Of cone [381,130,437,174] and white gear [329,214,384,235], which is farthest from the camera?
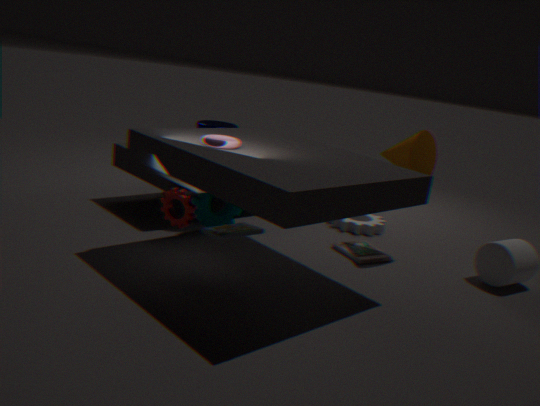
white gear [329,214,384,235]
